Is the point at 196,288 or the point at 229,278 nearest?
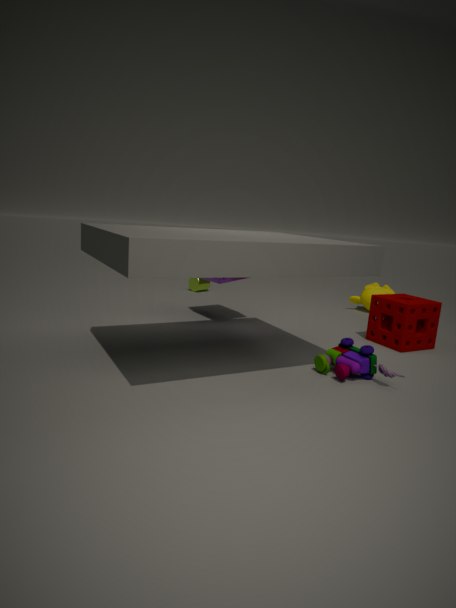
the point at 229,278
